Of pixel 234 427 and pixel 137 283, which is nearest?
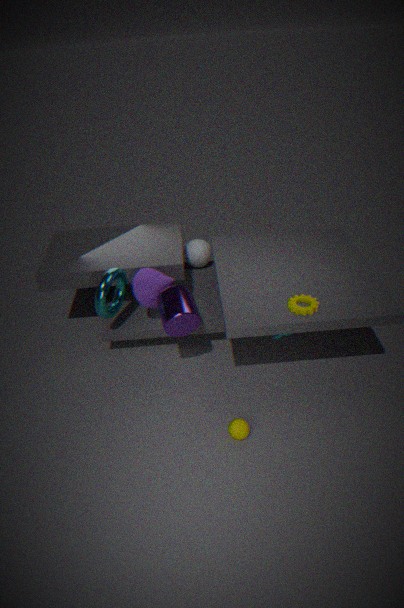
pixel 234 427
